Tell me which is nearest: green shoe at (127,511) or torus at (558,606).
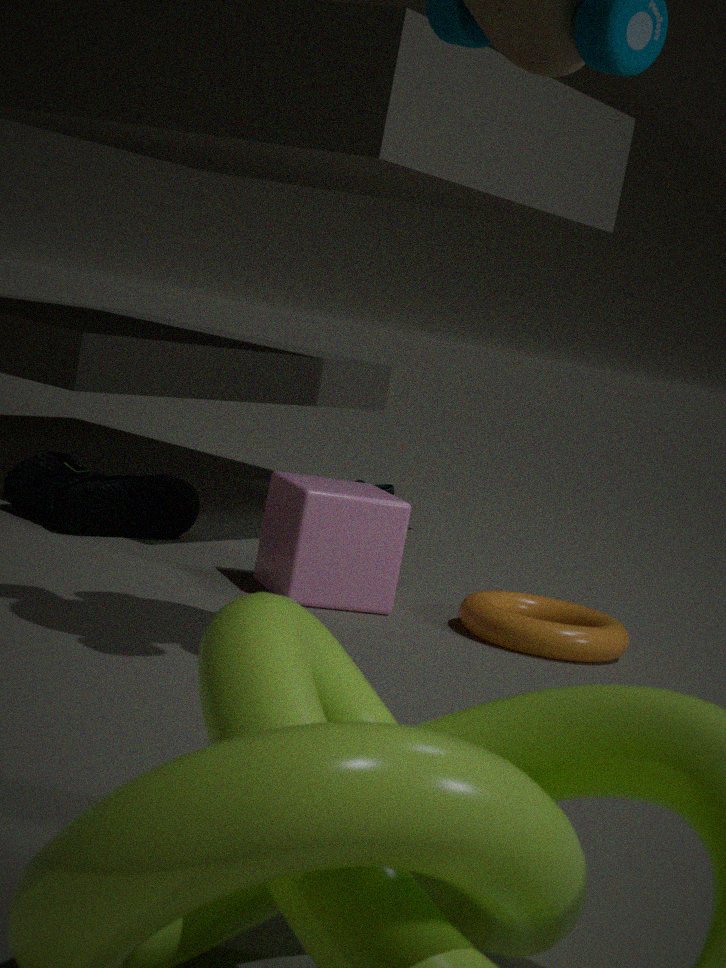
torus at (558,606)
